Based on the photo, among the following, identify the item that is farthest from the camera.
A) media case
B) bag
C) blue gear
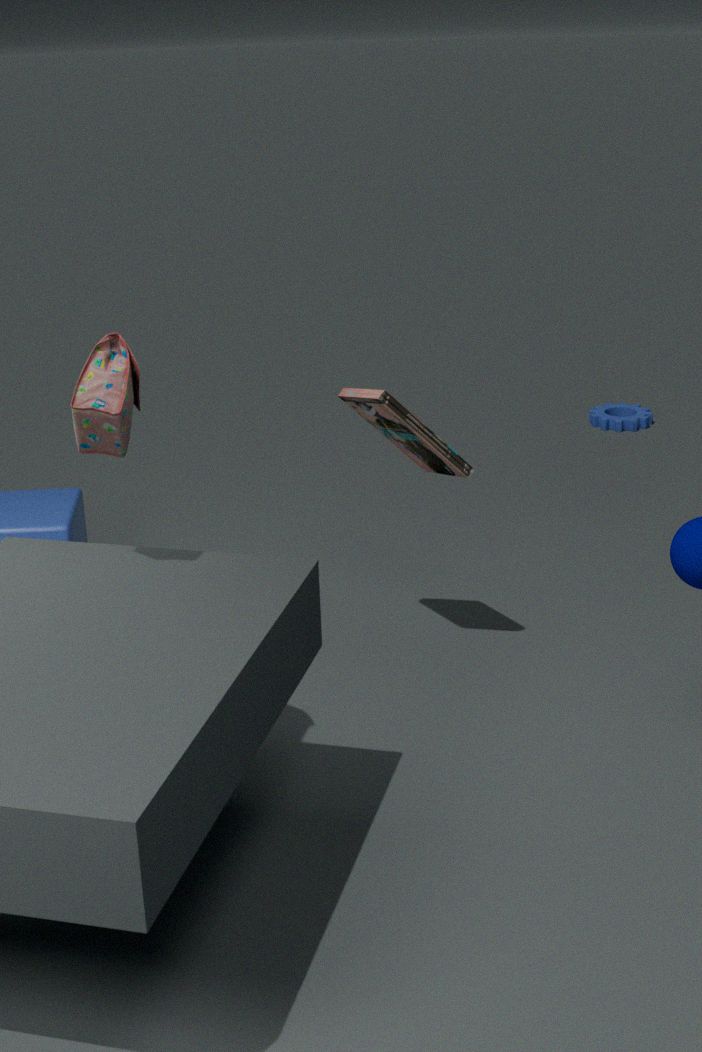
blue gear
